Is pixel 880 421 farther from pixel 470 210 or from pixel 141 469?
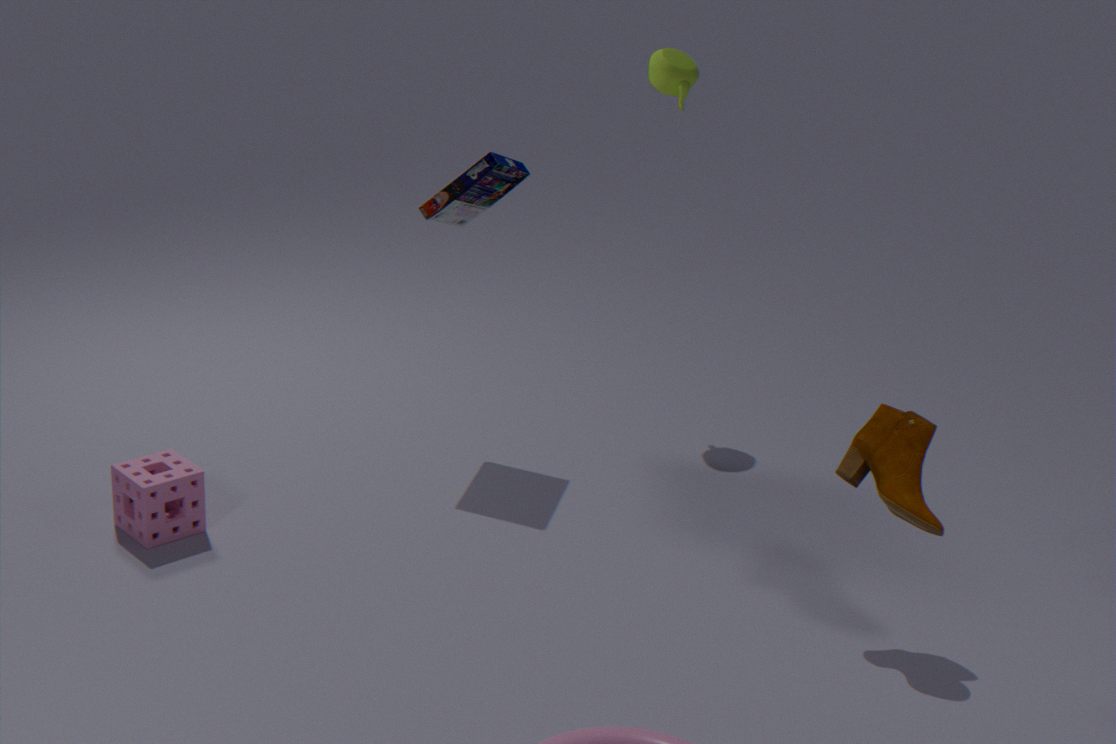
pixel 141 469
